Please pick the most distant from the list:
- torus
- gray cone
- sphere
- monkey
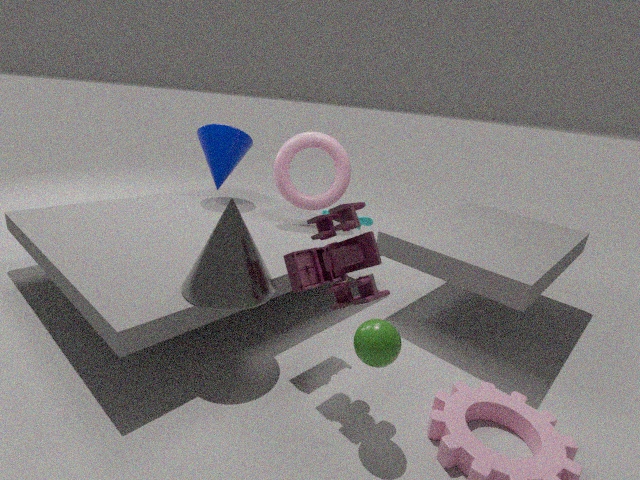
→ monkey
